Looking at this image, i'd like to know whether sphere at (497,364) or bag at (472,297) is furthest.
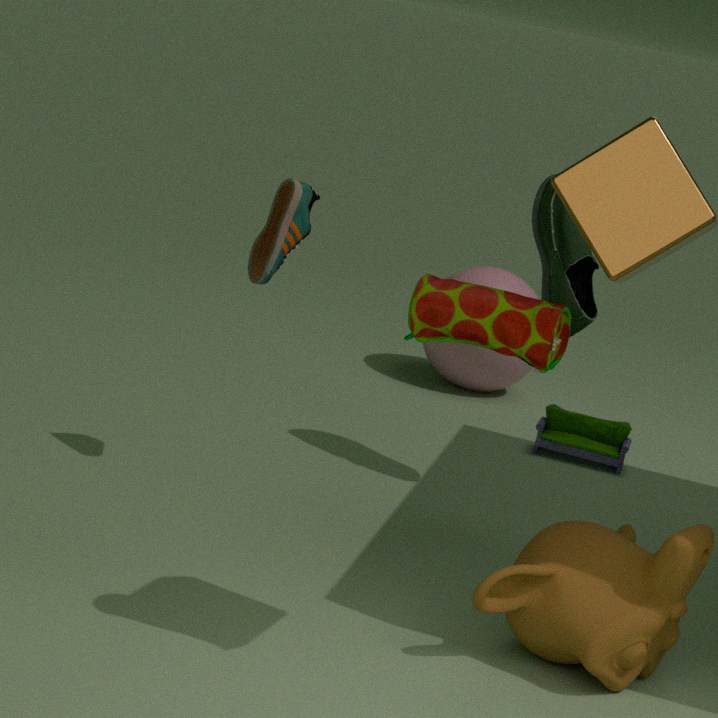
sphere at (497,364)
